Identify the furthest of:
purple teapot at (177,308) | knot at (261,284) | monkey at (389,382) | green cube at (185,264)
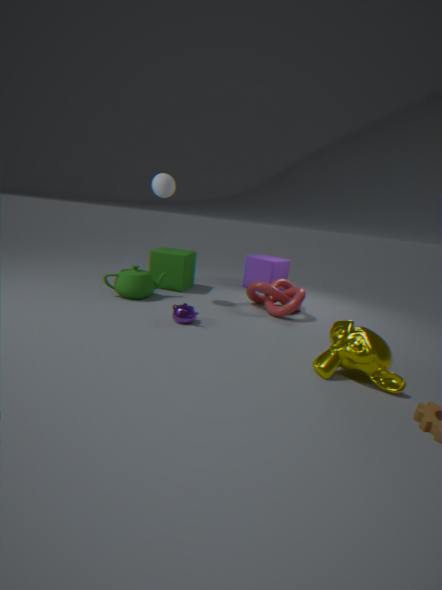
green cube at (185,264)
